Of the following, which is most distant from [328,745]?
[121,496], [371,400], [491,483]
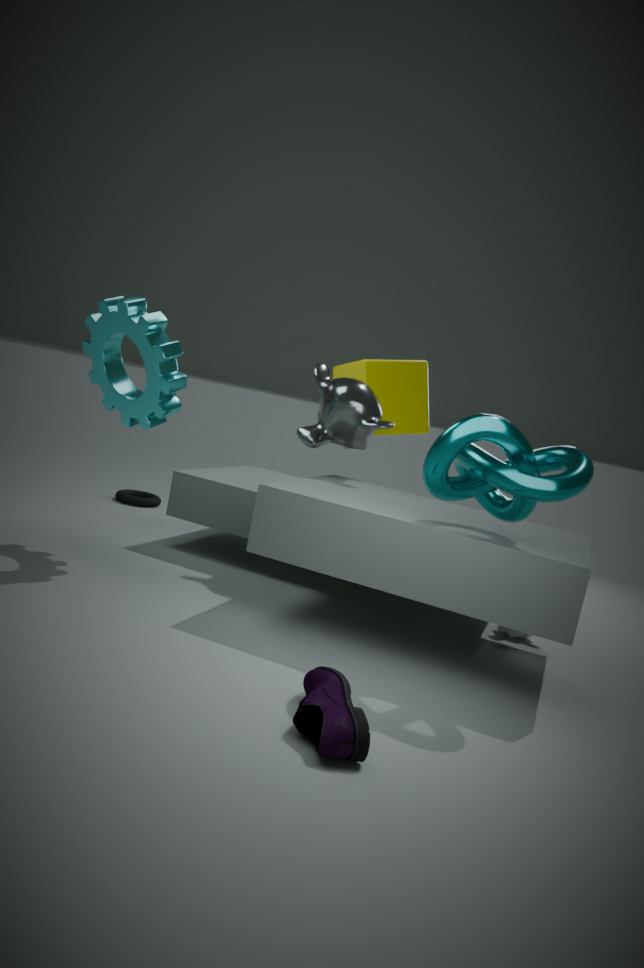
[121,496]
